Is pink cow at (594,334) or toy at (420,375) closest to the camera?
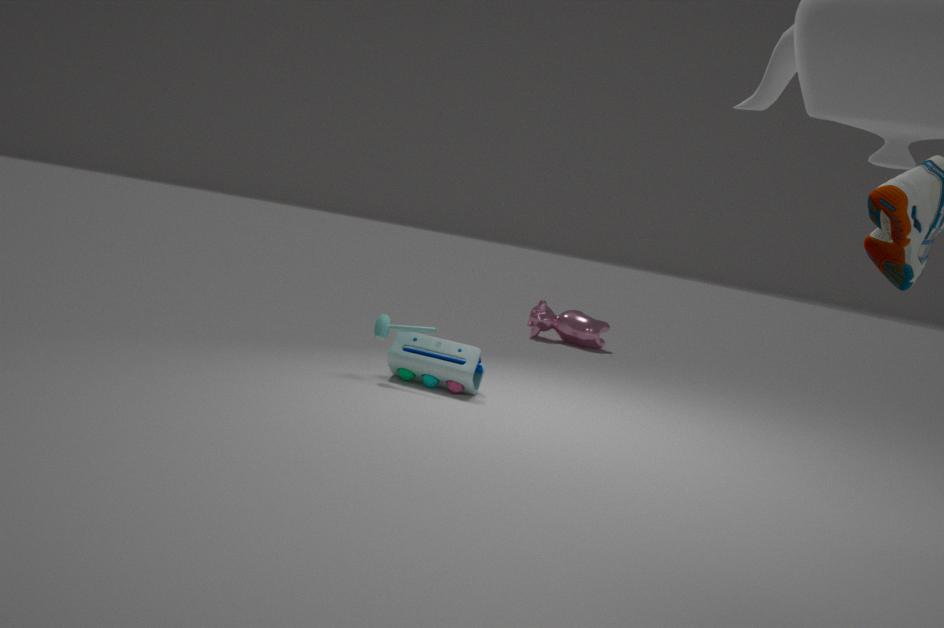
toy at (420,375)
